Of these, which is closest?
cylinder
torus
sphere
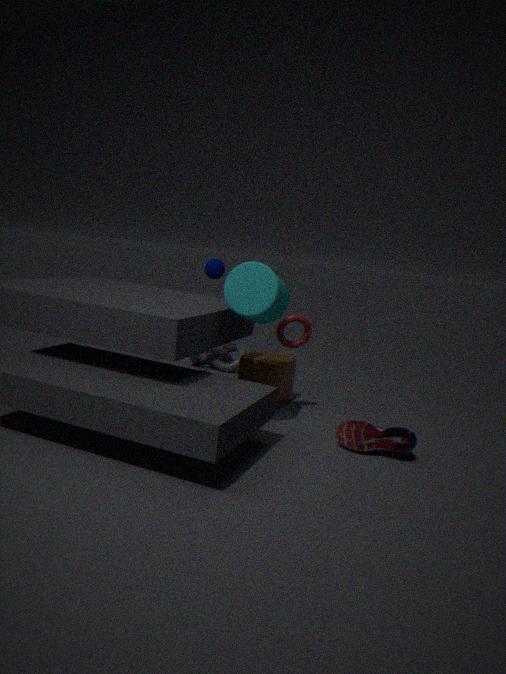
cylinder
